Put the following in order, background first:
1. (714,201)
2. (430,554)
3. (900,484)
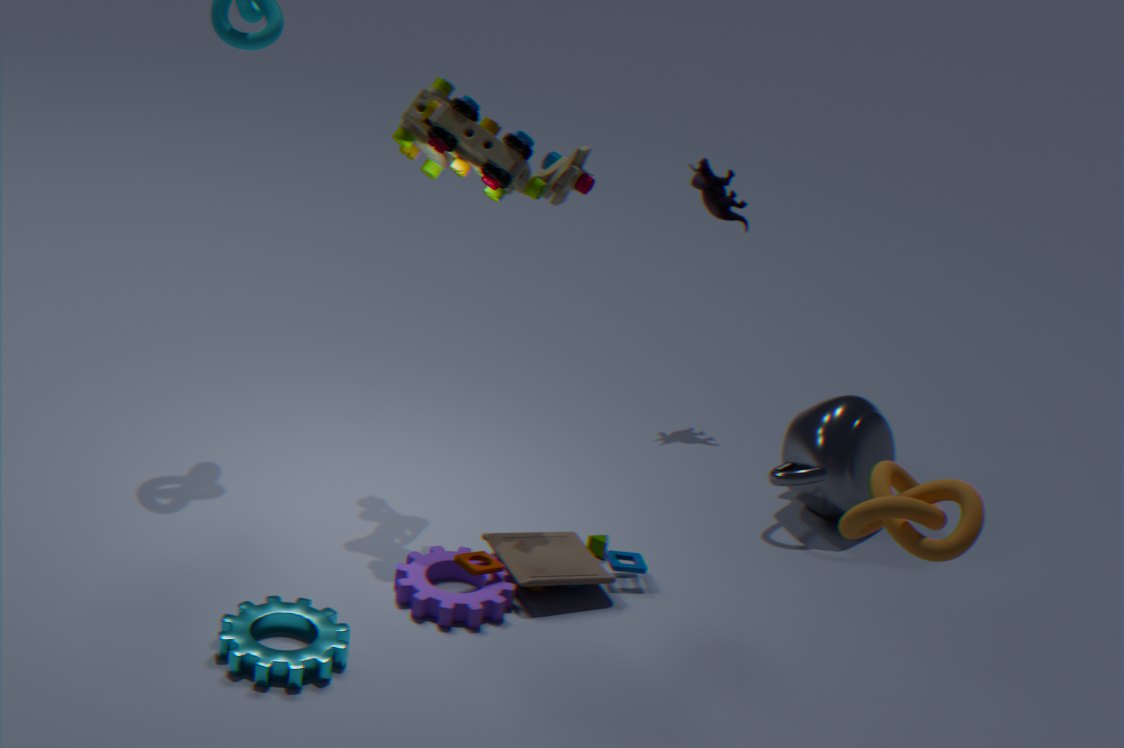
(714,201)
(430,554)
(900,484)
